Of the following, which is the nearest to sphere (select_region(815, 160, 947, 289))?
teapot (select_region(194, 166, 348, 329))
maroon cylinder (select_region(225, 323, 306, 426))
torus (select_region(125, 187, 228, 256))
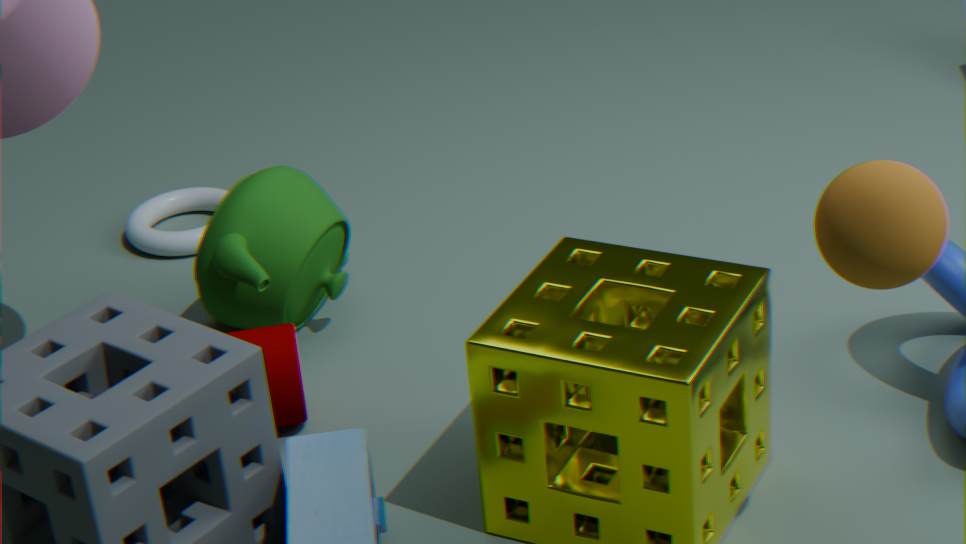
maroon cylinder (select_region(225, 323, 306, 426))
